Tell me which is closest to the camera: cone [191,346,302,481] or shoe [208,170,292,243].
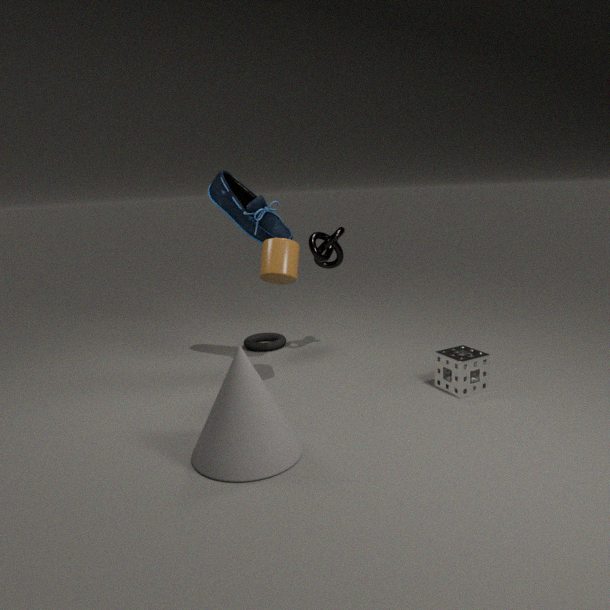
cone [191,346,302,481]
